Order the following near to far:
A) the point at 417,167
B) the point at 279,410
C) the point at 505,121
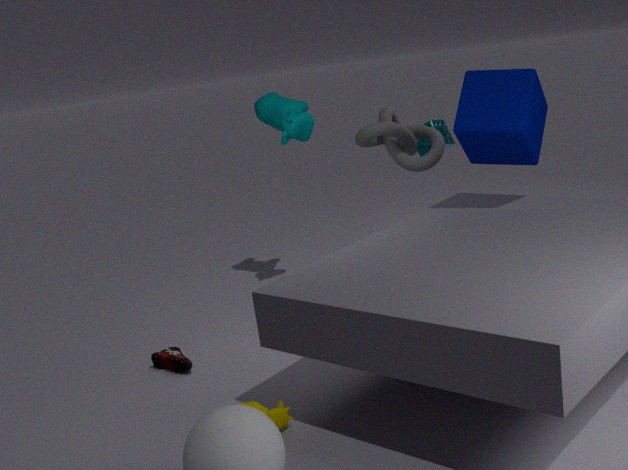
the point at 279,410
the point at 505,121
the point at 417,167
